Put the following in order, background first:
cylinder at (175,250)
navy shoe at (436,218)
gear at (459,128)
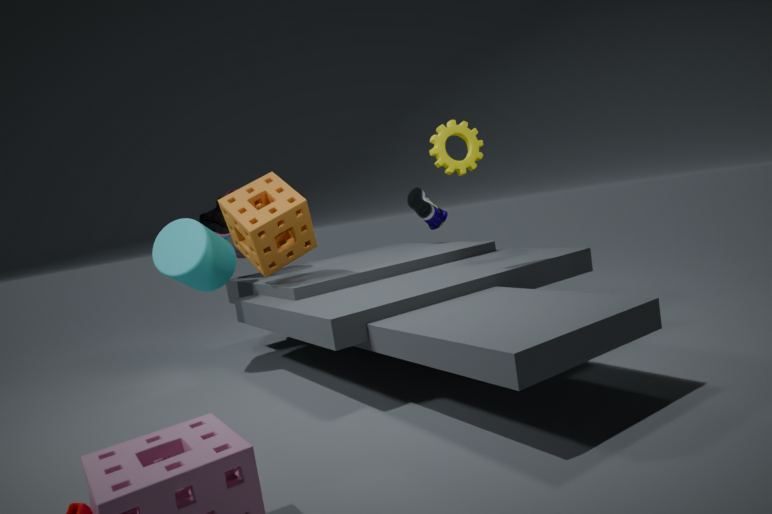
navy shoe at (436,218) < cylinder at (175,250) < gear at (459,128)
